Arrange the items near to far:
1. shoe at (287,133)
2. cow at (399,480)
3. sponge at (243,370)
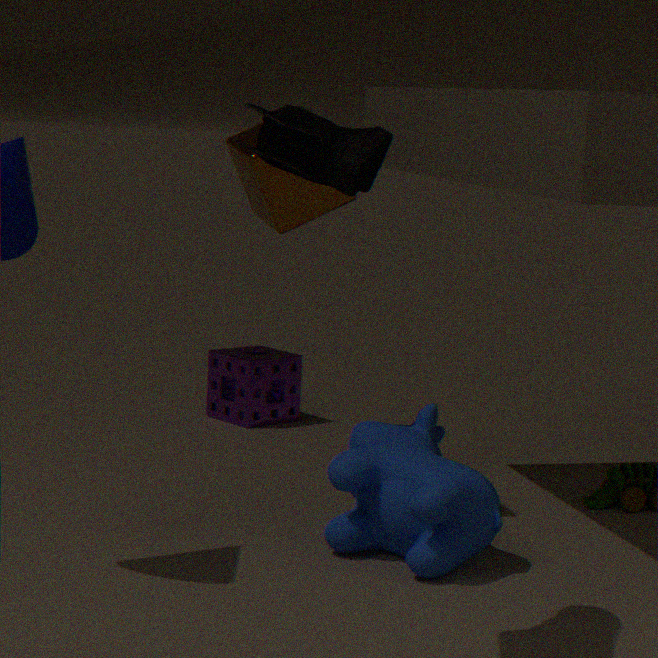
shoe at (287,133), cow at (399,480), sponge at (243,370)
